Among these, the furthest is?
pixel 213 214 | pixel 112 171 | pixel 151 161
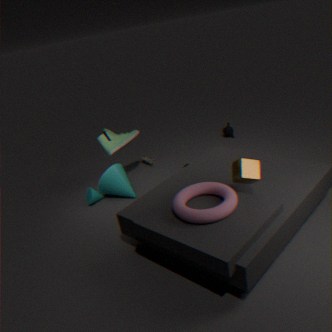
pixel 151 161
